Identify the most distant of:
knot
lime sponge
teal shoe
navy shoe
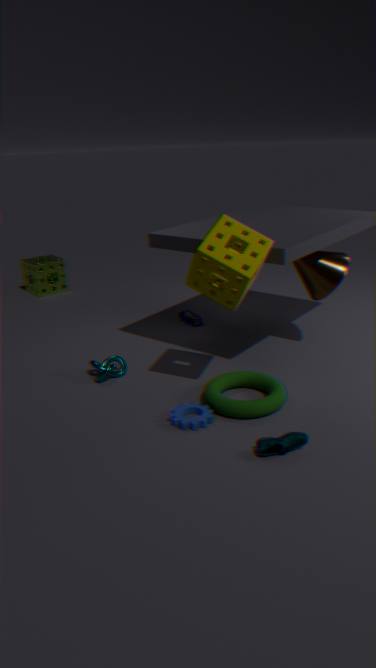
lime sponge
